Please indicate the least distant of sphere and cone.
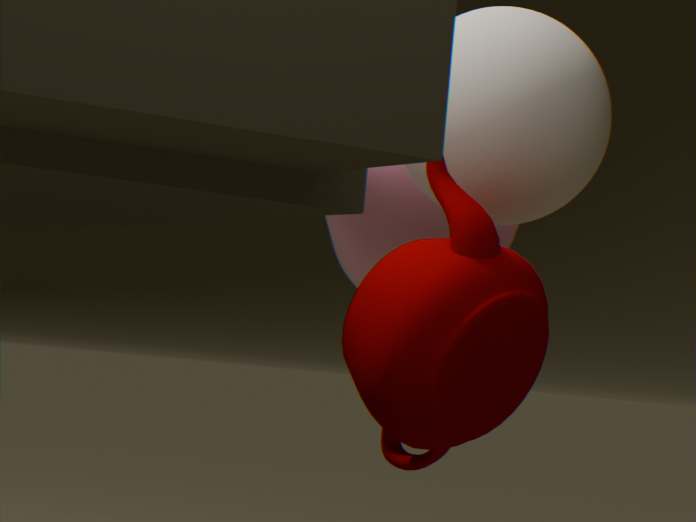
sphere
